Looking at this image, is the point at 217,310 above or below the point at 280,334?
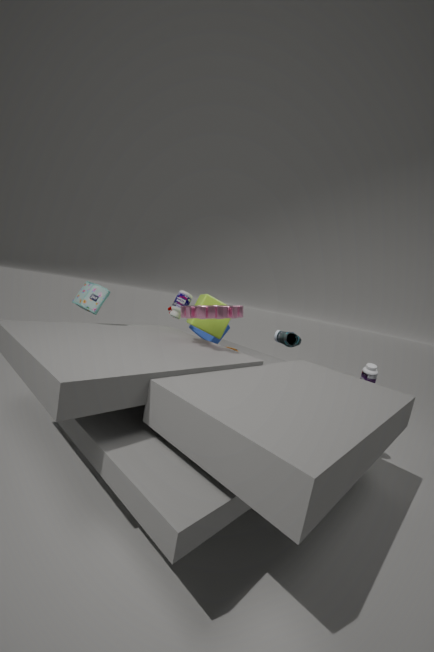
above
